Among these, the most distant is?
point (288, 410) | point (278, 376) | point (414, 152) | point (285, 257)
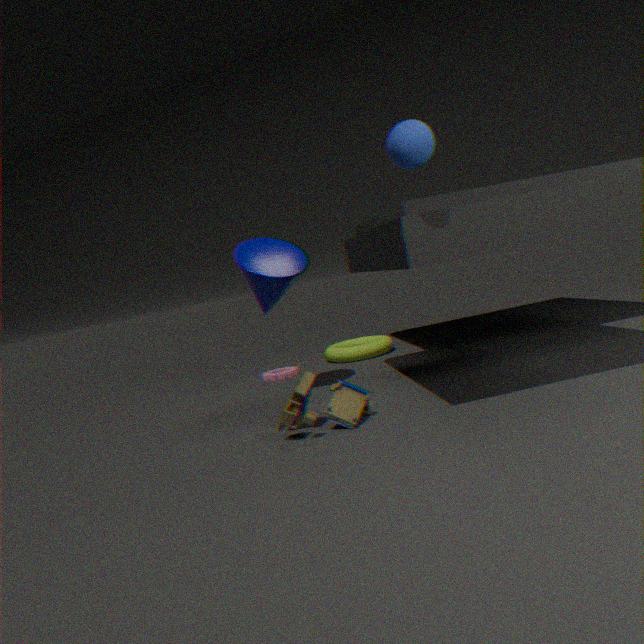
point (278, 376)
